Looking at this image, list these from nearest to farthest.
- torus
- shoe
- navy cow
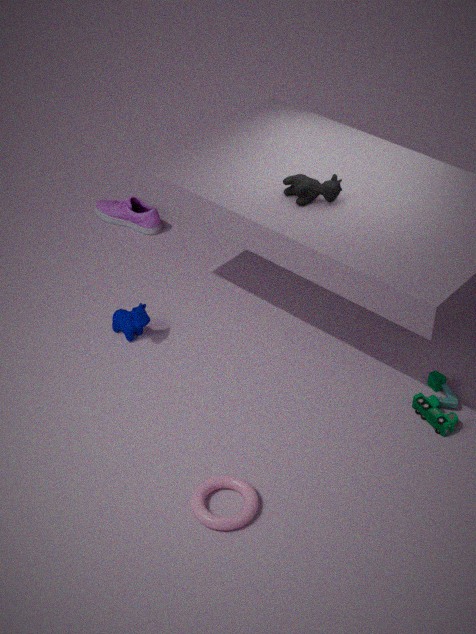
torus → navy cow → shoe
